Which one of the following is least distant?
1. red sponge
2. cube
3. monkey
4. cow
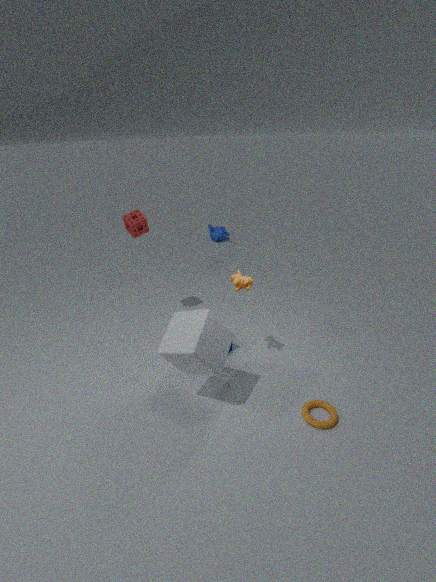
cube
